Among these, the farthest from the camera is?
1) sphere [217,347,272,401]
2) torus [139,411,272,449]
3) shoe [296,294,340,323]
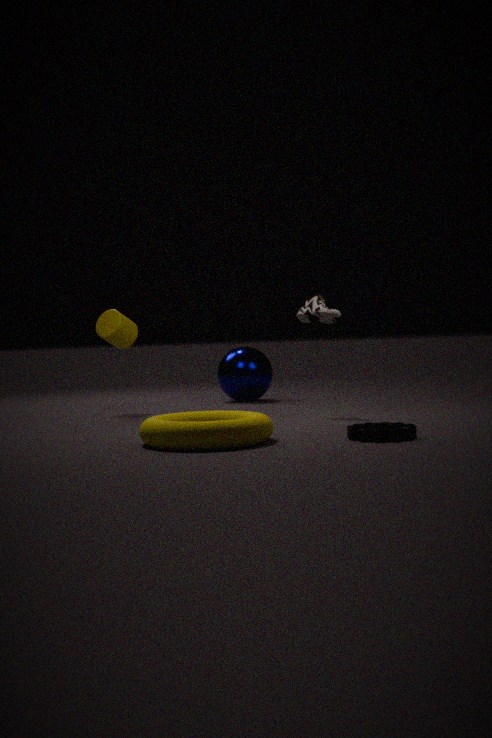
1. sphere [217,347,272,401]
